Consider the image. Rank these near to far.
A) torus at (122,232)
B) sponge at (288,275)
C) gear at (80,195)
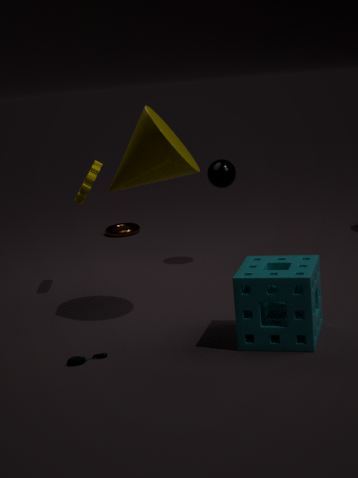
sponge at (288,275) → gear at (80,195) → torus at (122,232)
